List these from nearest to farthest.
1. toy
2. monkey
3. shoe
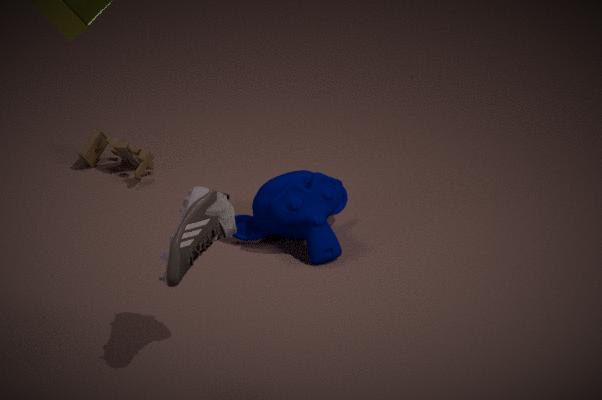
shoe < monkey < toy
